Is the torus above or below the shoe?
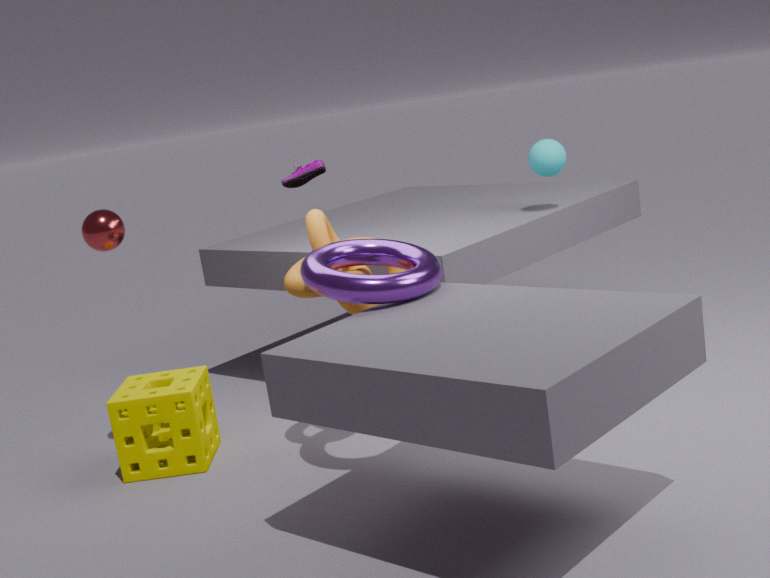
below
